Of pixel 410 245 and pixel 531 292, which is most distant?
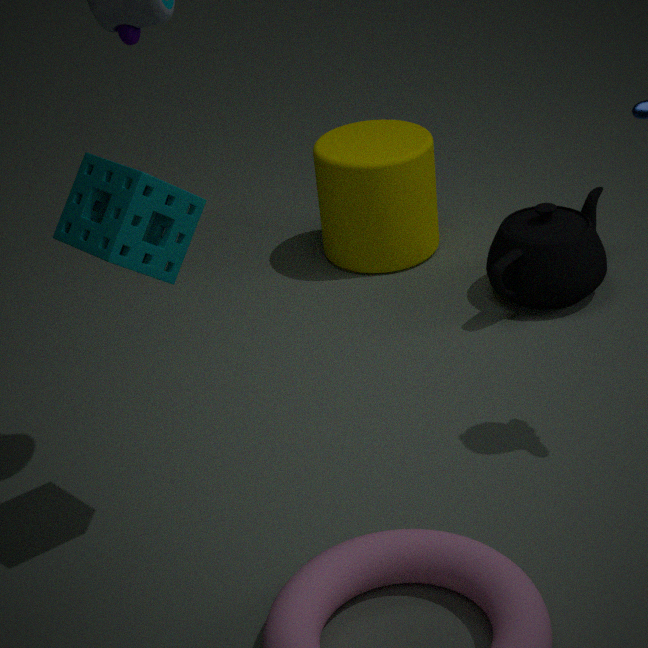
pixel 410 245
